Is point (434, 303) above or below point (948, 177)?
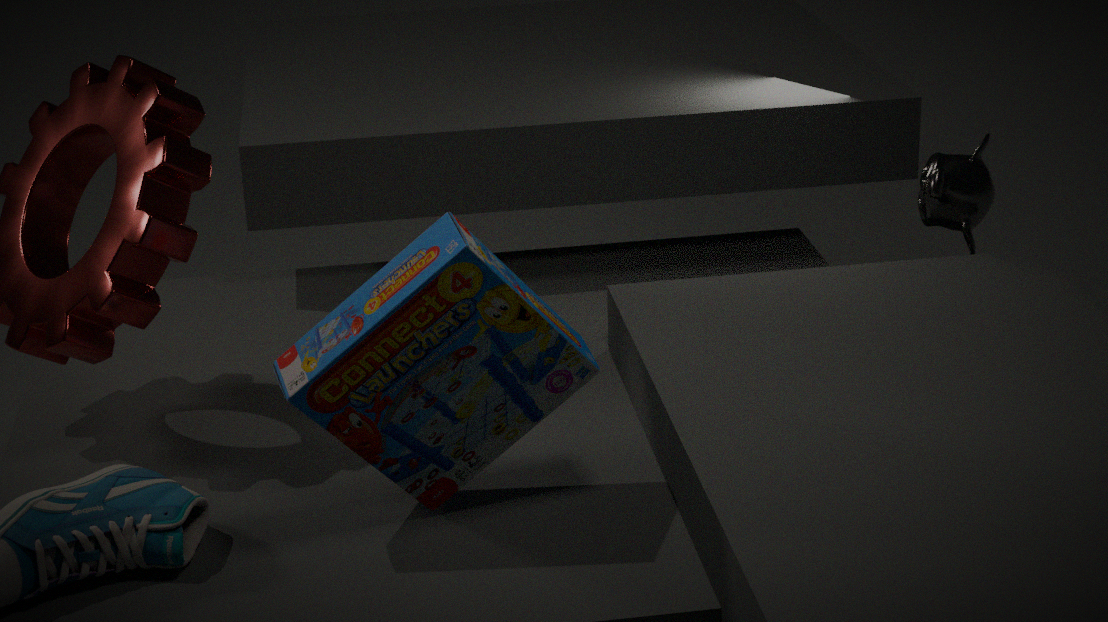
above
